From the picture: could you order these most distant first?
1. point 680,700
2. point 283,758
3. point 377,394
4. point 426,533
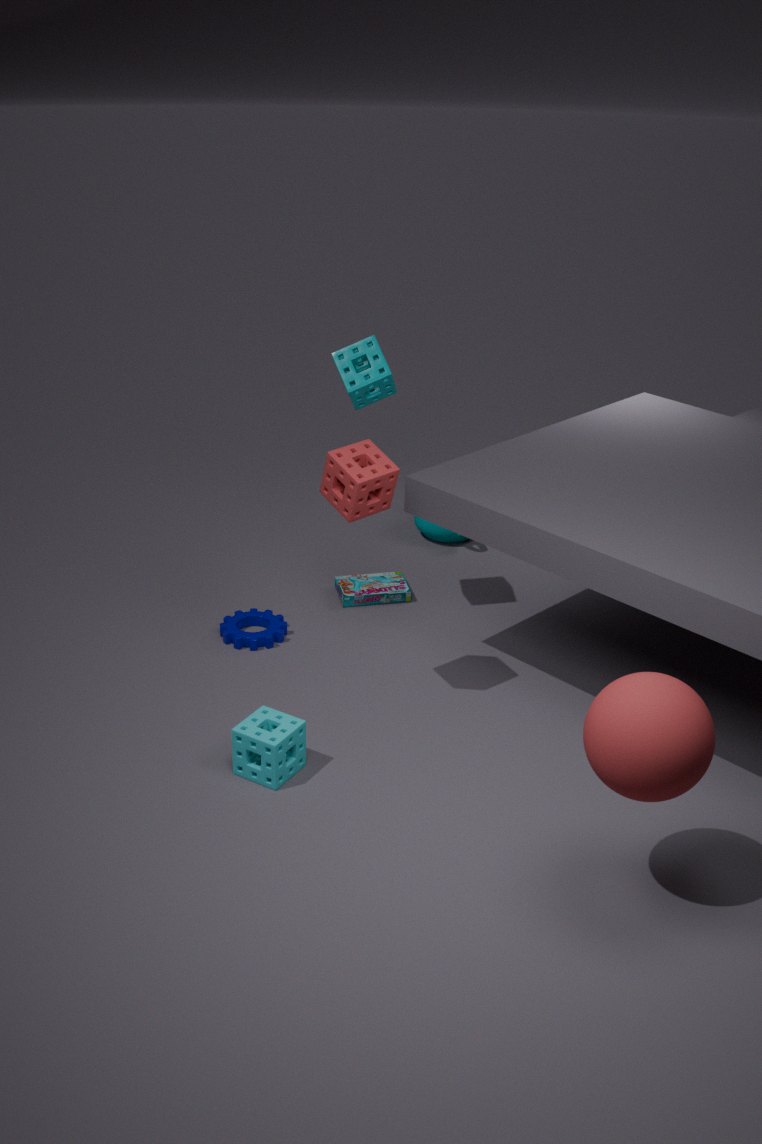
point 426,533
point 377,394
point 283,758
point 680,700
